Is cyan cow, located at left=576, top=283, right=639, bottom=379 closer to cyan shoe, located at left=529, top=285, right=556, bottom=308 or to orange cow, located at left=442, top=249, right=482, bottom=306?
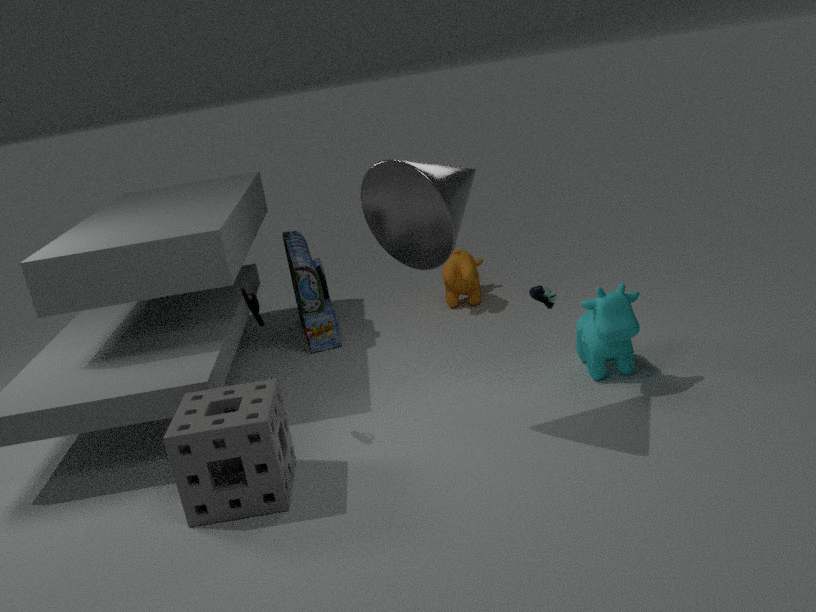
cyan shoe, located at left=529, top=285, right=556, bottom=308
